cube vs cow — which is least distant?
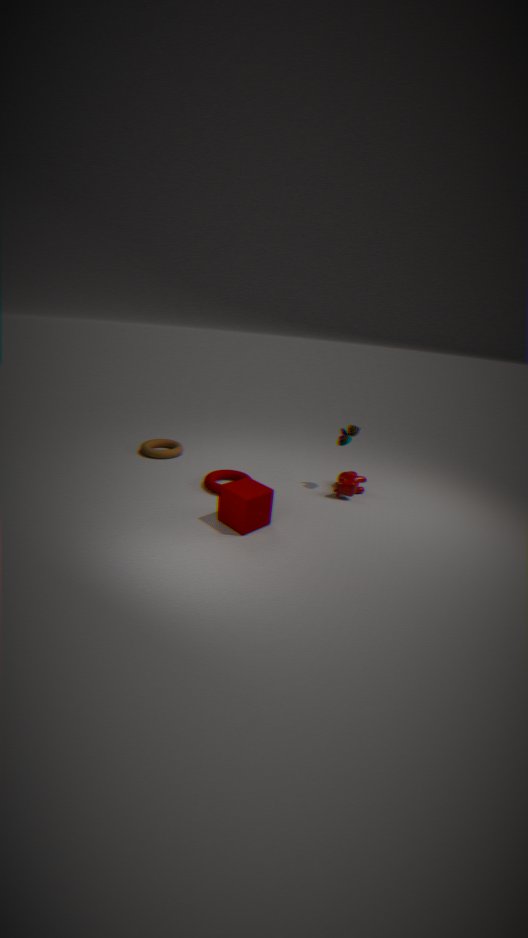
cube
